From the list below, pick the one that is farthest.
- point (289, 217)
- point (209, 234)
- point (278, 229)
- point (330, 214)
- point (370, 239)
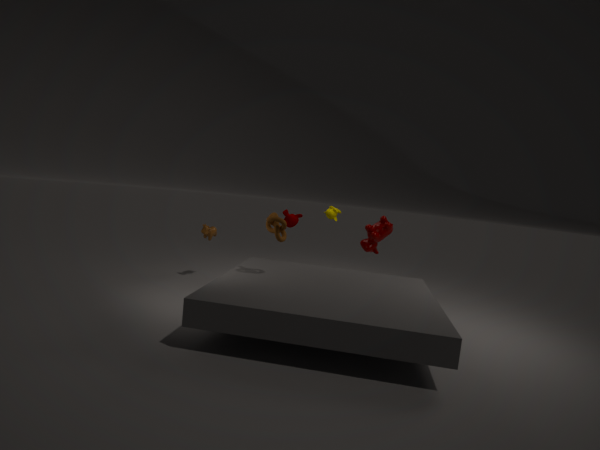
point (330, 214)
